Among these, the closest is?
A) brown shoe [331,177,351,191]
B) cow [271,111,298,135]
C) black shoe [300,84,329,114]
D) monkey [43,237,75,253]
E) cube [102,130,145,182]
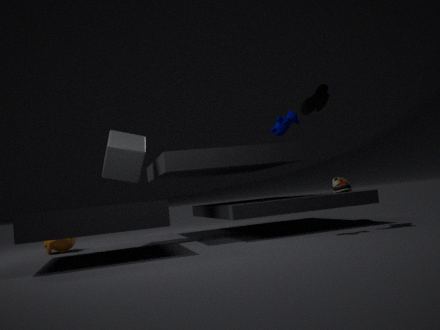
cow [271,111,298,135]
